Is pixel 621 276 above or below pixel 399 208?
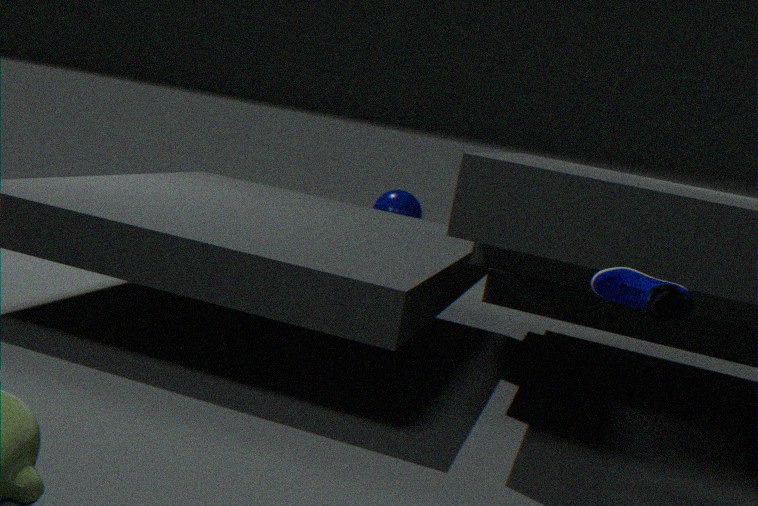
above
